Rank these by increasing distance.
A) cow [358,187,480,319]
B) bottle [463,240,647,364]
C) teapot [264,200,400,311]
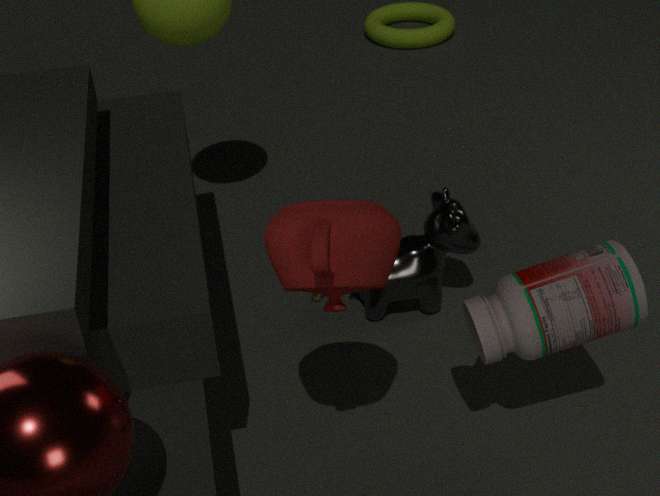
teapot [264,200,400,311] < bottle [463,240,647,364] < cow [358,187,480,319]
